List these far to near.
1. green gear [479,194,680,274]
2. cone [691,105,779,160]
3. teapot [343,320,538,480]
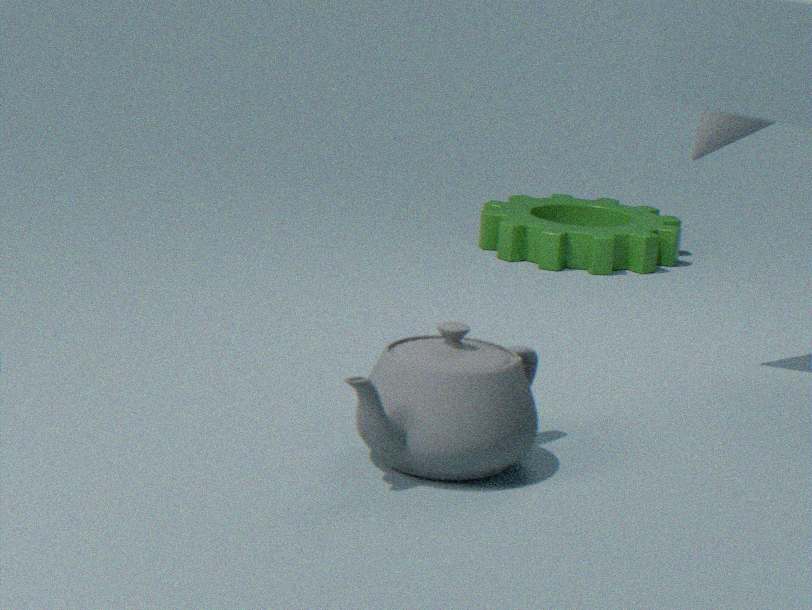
green gear [479,194,680,274] → cone [691,105,779,160] → teapot [343,320,538,480]
